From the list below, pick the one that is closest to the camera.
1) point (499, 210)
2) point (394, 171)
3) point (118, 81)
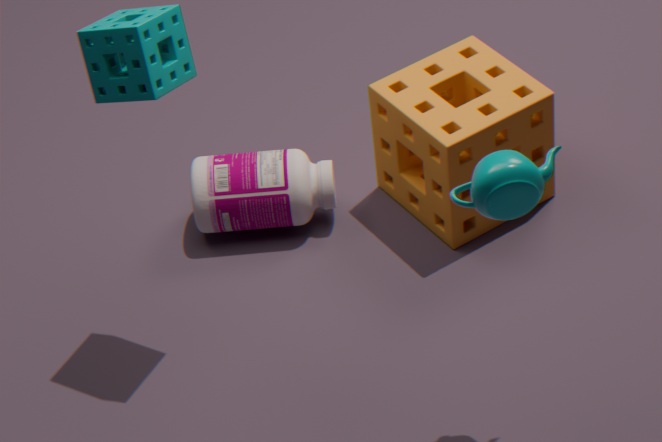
1. point (499, 210)
